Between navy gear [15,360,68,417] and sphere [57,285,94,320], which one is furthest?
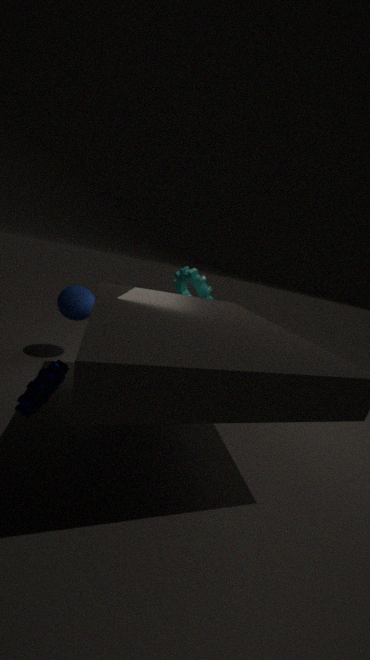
sphere [57,285,94,320]
